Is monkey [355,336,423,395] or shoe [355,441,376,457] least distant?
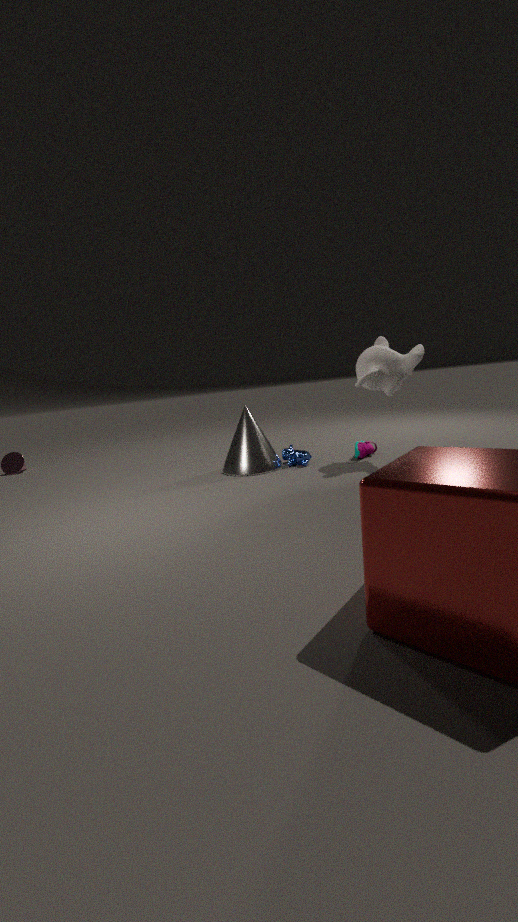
monkey [355,336,423,395]
